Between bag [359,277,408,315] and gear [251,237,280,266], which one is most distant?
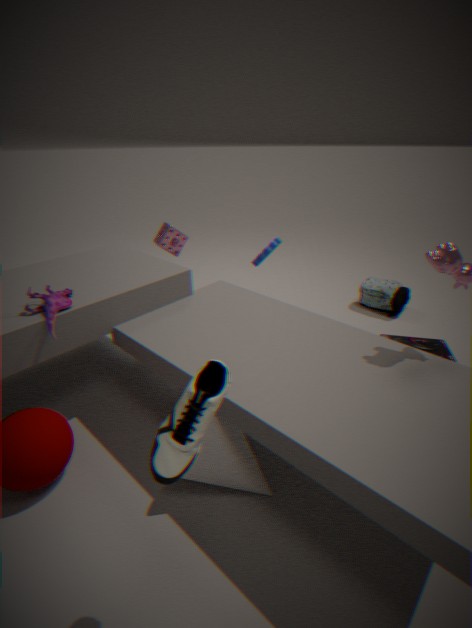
bag [359,277,408,315]
